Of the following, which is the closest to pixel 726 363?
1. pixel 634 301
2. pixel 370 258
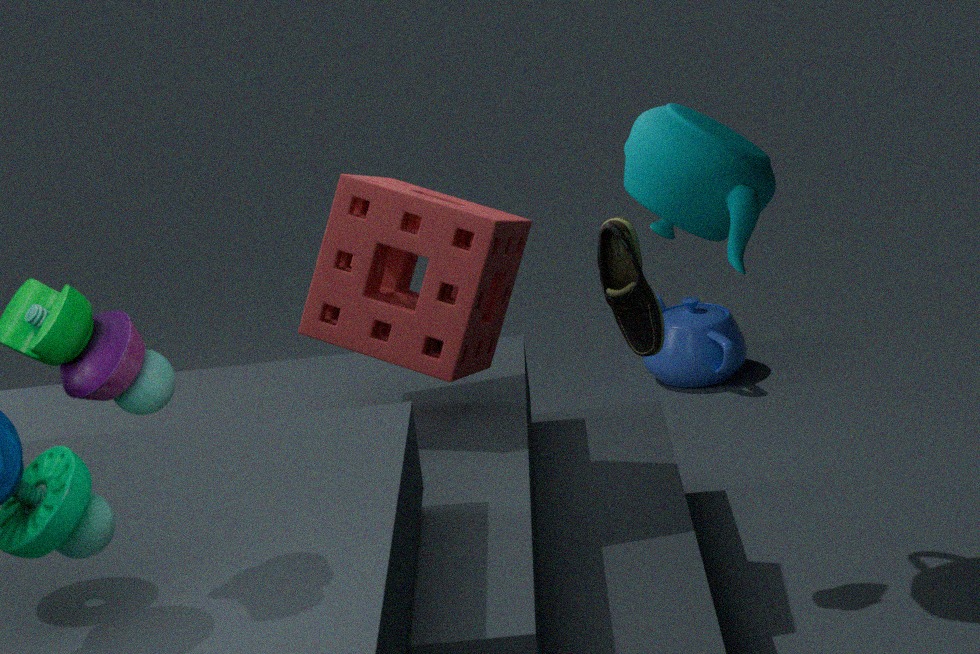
pixel 634 301
